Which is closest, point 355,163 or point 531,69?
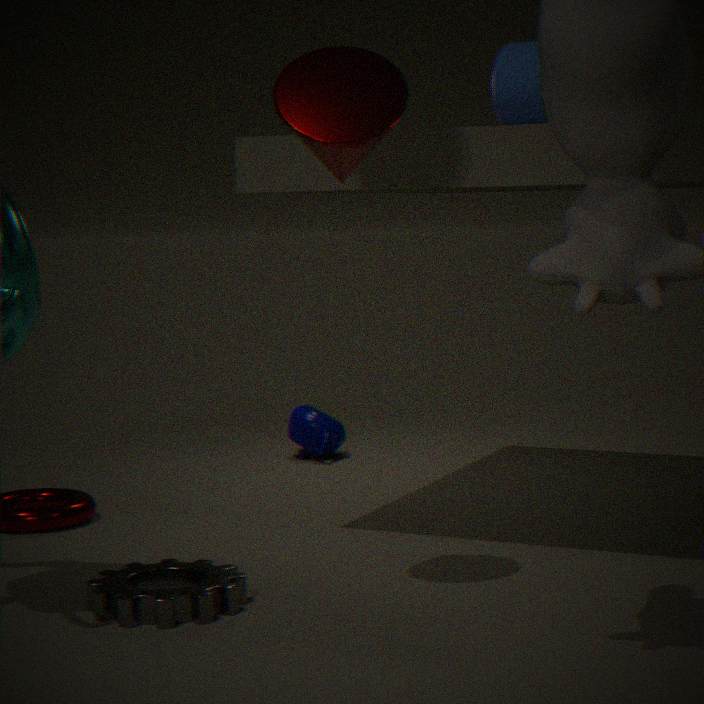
point 355,163
